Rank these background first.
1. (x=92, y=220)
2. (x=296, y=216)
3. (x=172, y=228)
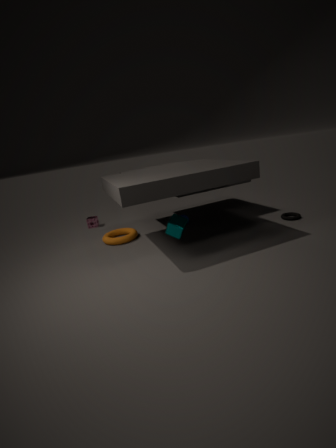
(x=92, y=220) < (x=296, y=216) < (x=172, y=228)
